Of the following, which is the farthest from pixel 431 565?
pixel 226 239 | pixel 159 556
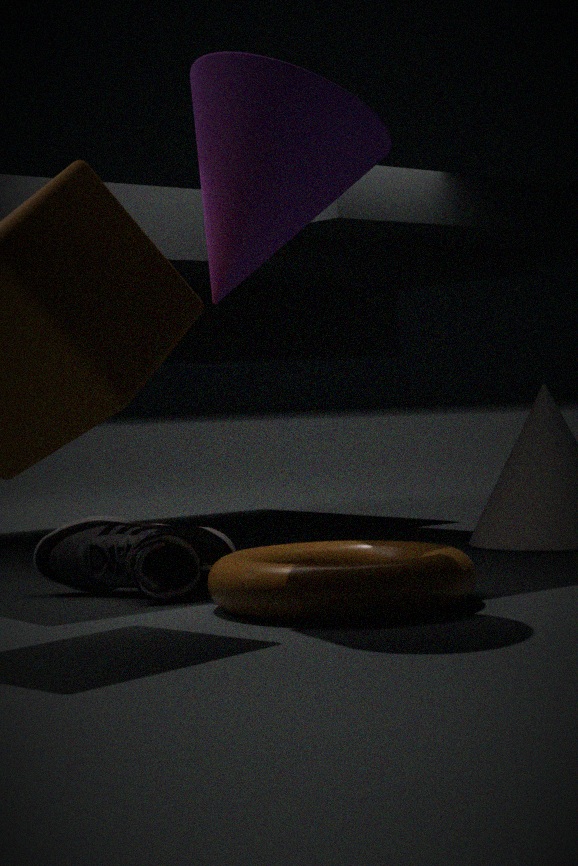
pixel 226 239
